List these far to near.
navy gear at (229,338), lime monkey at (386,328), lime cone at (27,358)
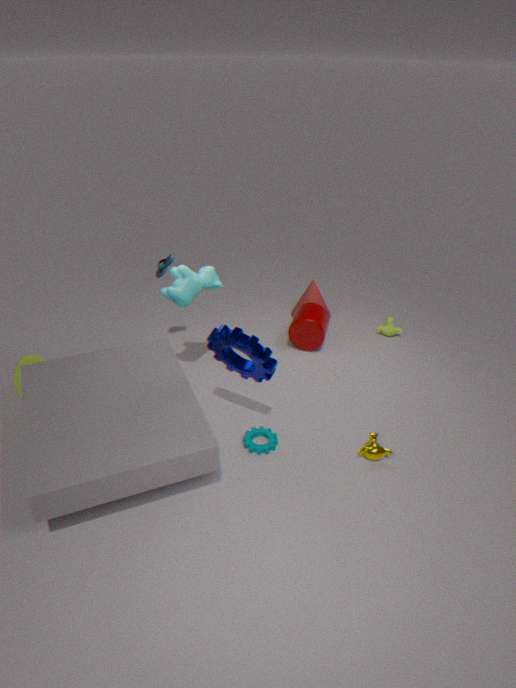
lime monkey at (386,328) → lime cone at (27,358) → navy gear at (229,338)
